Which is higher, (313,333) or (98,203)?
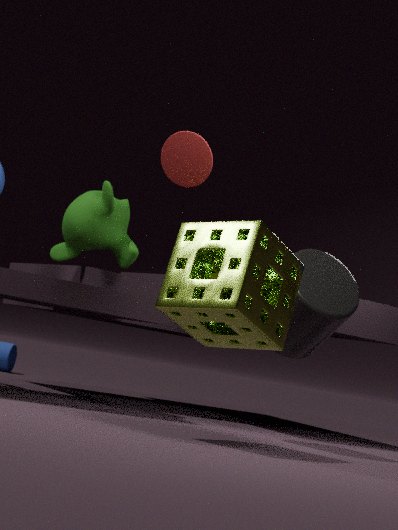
(98,203)
